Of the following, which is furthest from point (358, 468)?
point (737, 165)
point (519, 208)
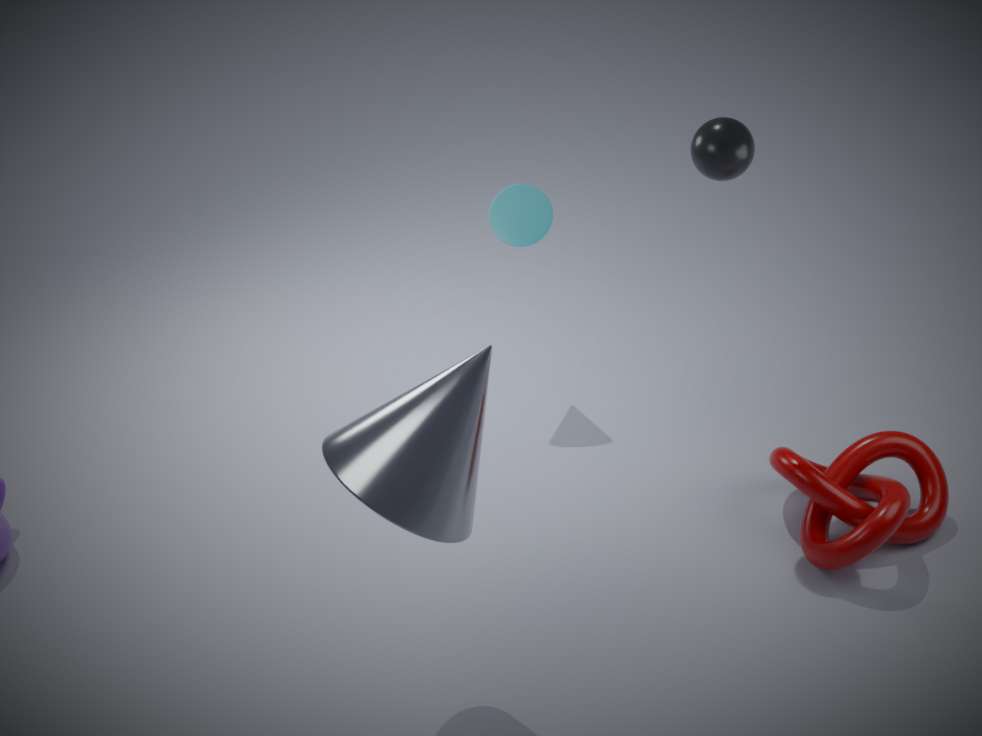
point (519, 208)
